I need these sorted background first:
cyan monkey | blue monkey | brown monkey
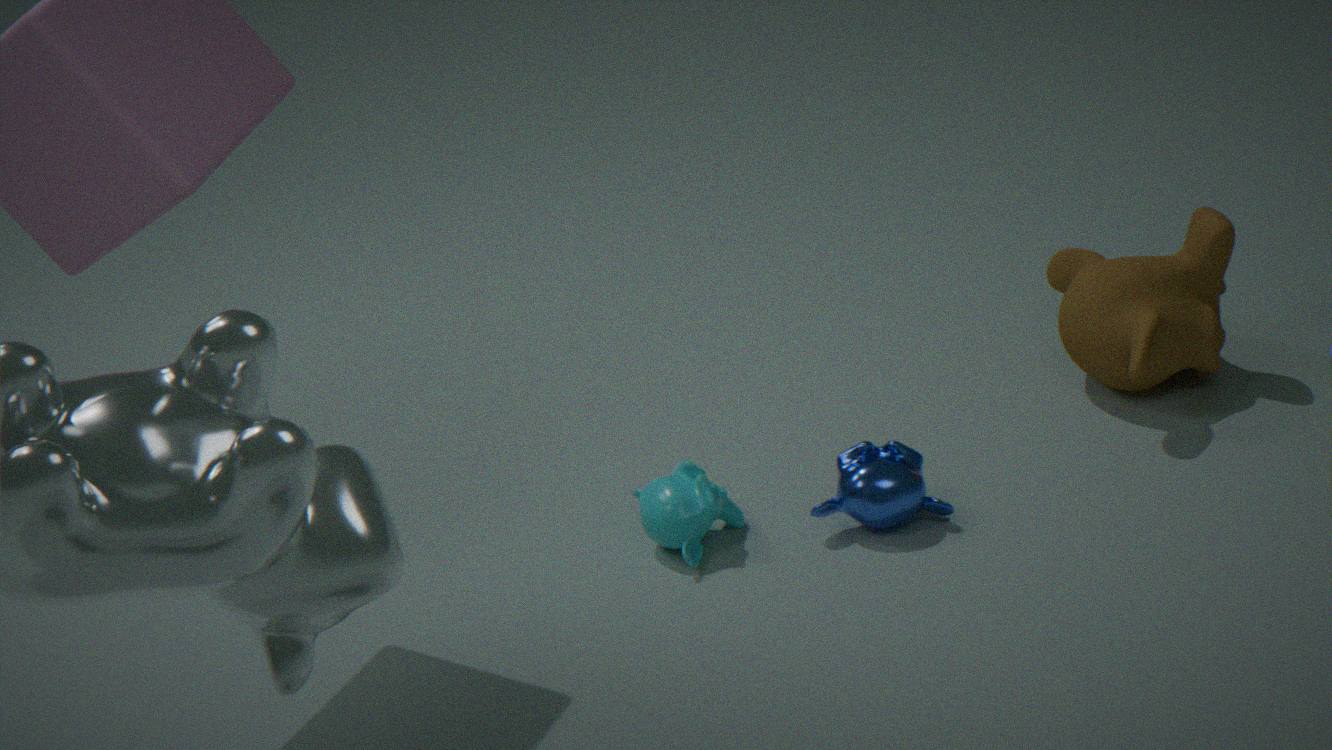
brown monkey, cyan monkey, blue monkey
